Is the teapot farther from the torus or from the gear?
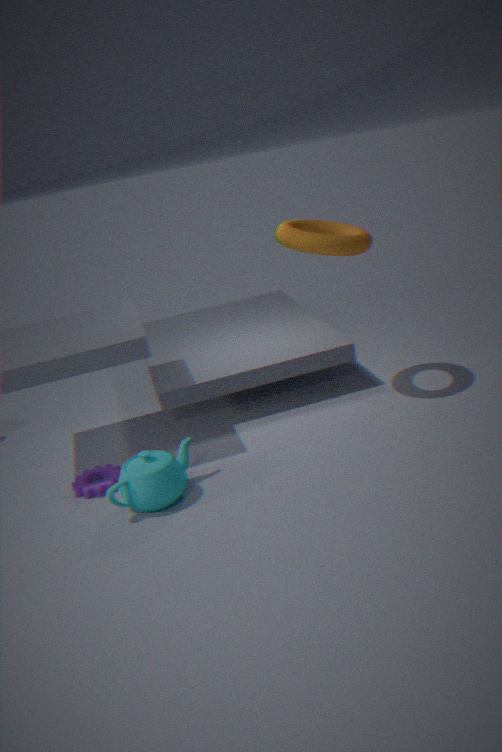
the torus
